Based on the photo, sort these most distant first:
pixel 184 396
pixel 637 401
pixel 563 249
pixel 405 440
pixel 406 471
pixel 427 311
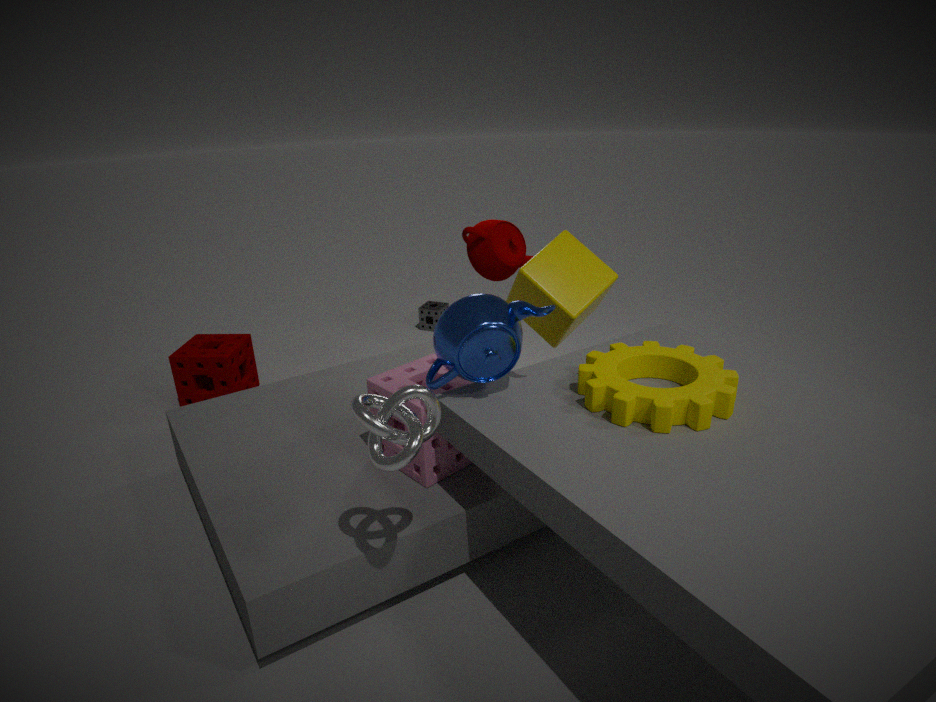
pixel 427 311
pixel 184 396
pixel 563 249
pixel 406 471
pixel 637 401
pixel 405 440
